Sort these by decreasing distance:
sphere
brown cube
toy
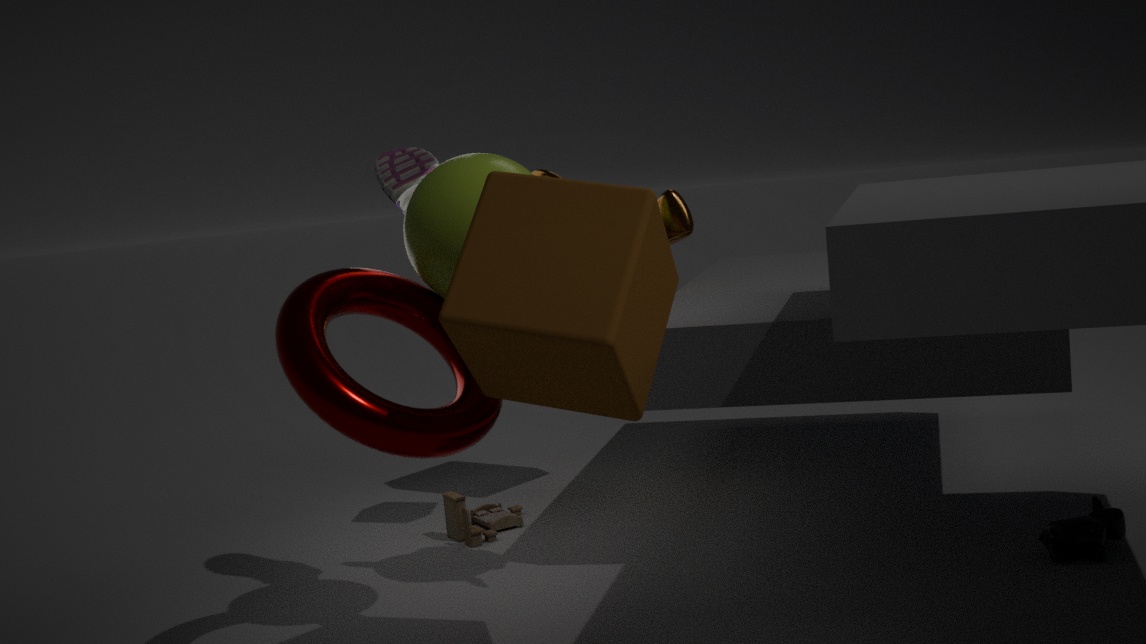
toy
sphere
brown cube
